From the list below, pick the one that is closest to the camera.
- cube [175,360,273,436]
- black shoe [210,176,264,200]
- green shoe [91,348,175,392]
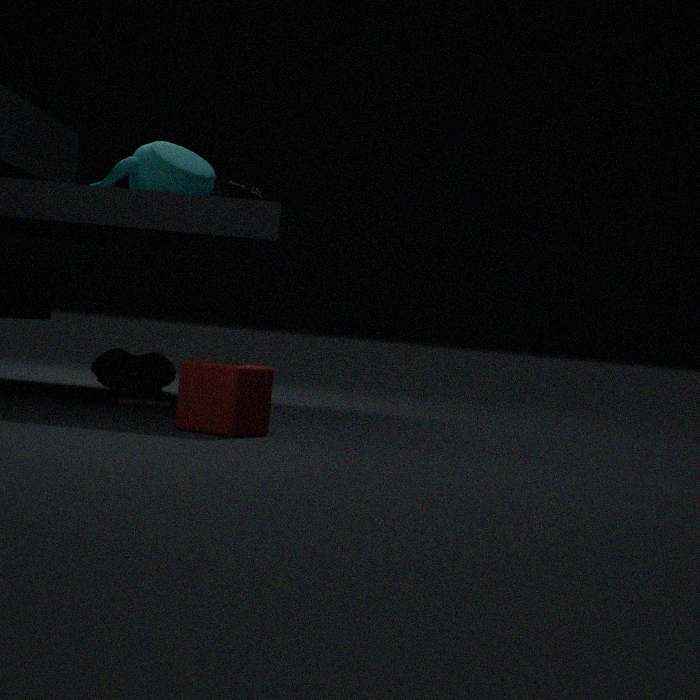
cube [175,360,273,436]
